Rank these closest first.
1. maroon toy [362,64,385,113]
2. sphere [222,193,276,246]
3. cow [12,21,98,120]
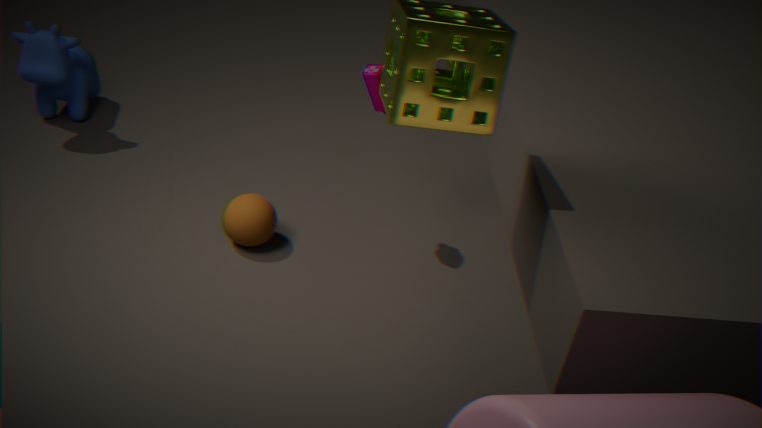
maroon toy [362,64,385,113], sphere [222,193,276,246], cow [12,21,98,120]
